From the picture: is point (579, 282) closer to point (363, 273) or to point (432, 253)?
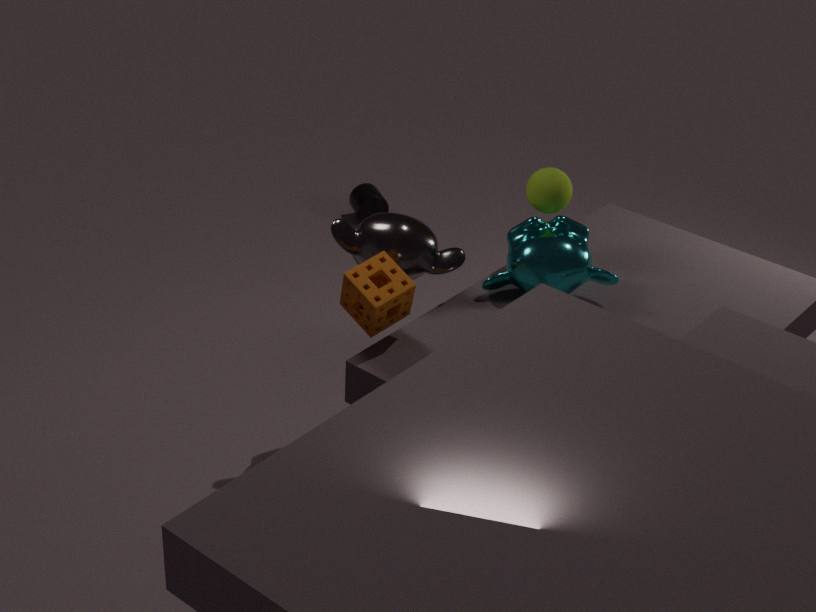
point (432, 253)
